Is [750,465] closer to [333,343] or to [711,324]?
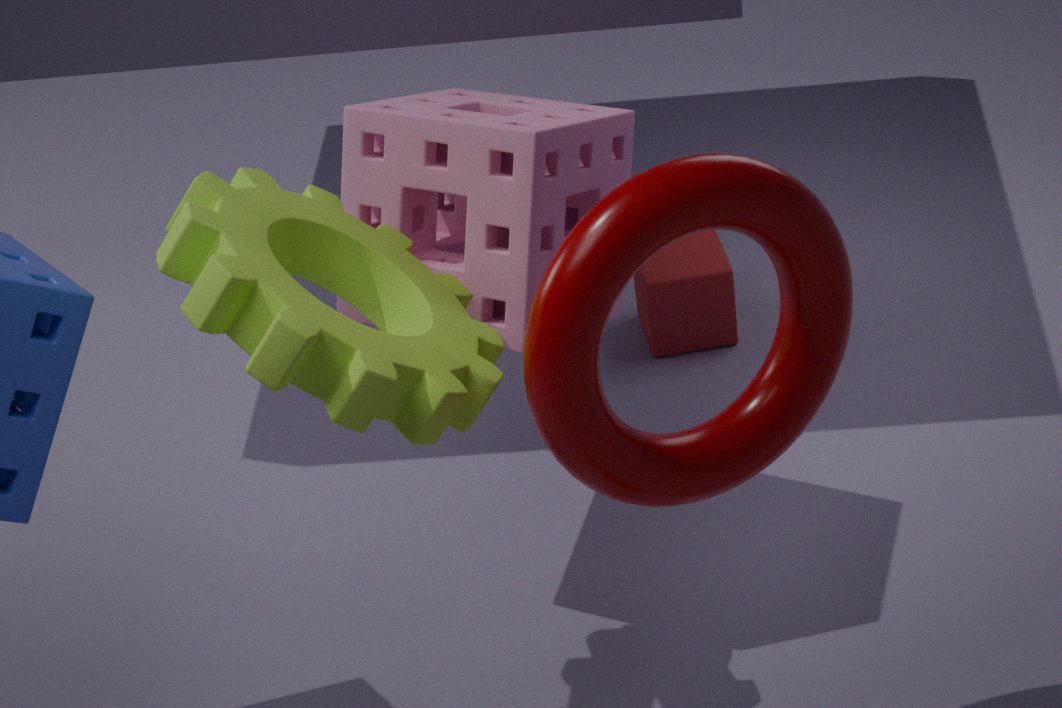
[333,343]
